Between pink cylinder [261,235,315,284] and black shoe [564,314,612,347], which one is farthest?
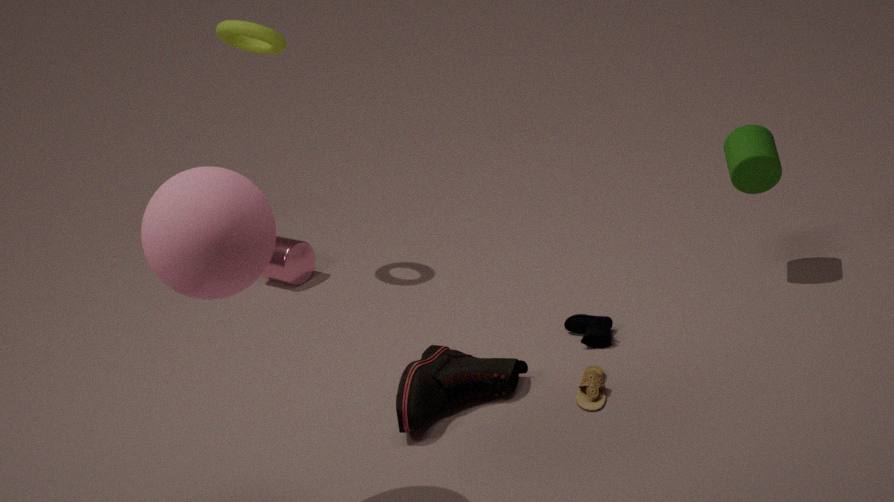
pink cylinder [261,235,315,284]
